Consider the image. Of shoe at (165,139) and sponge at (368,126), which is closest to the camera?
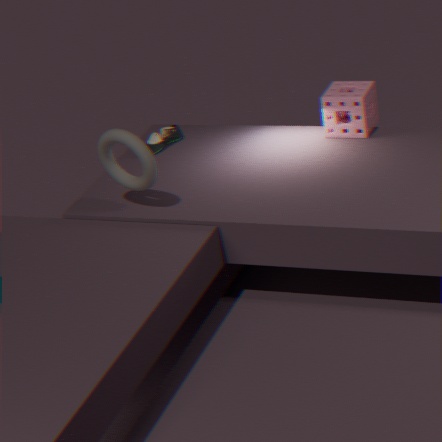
sponge at (368,126)
